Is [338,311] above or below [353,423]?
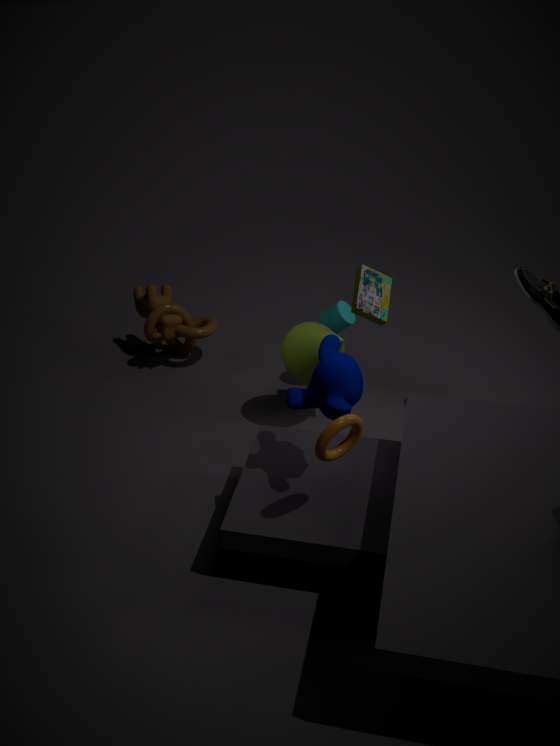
below
